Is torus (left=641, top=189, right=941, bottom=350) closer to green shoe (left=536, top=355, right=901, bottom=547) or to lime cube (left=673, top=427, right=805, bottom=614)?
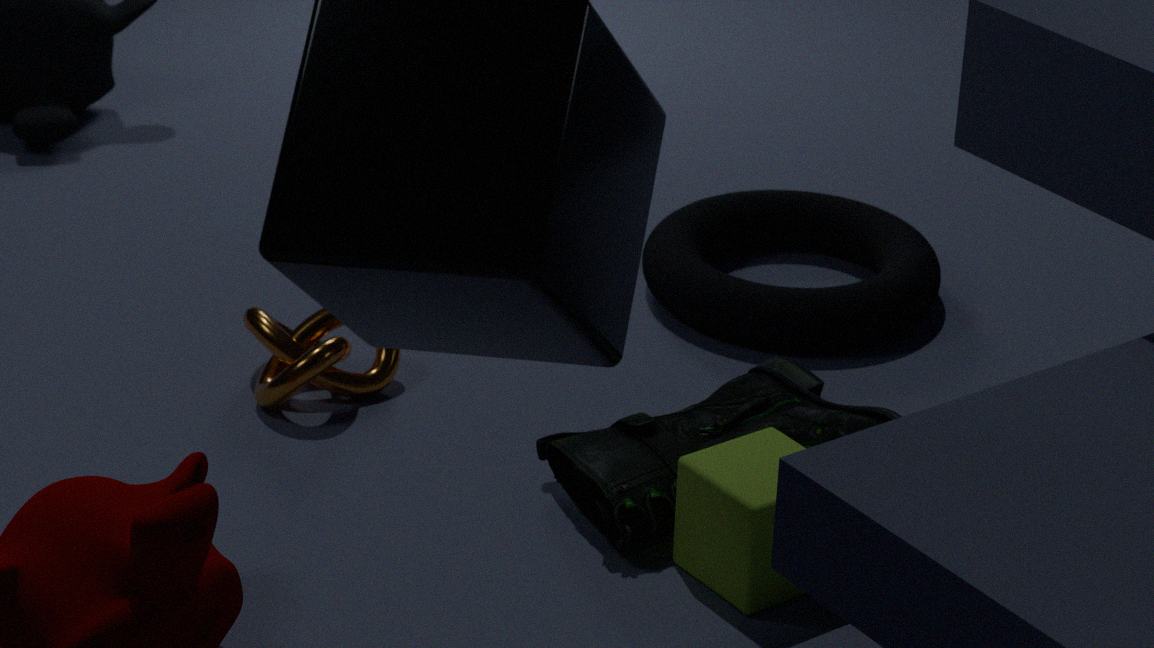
green shoe (left=536, top=355, right=901, bottom=547)
